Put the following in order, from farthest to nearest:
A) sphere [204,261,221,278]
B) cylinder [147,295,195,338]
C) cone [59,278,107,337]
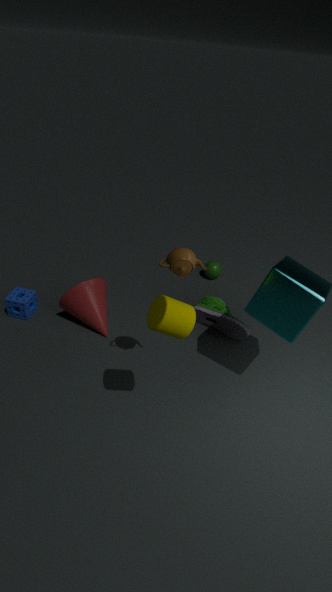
1. sphere [204,261,221,278]
2. cone [59,278,107,337]
3. cylinder [147,295,195,338]
